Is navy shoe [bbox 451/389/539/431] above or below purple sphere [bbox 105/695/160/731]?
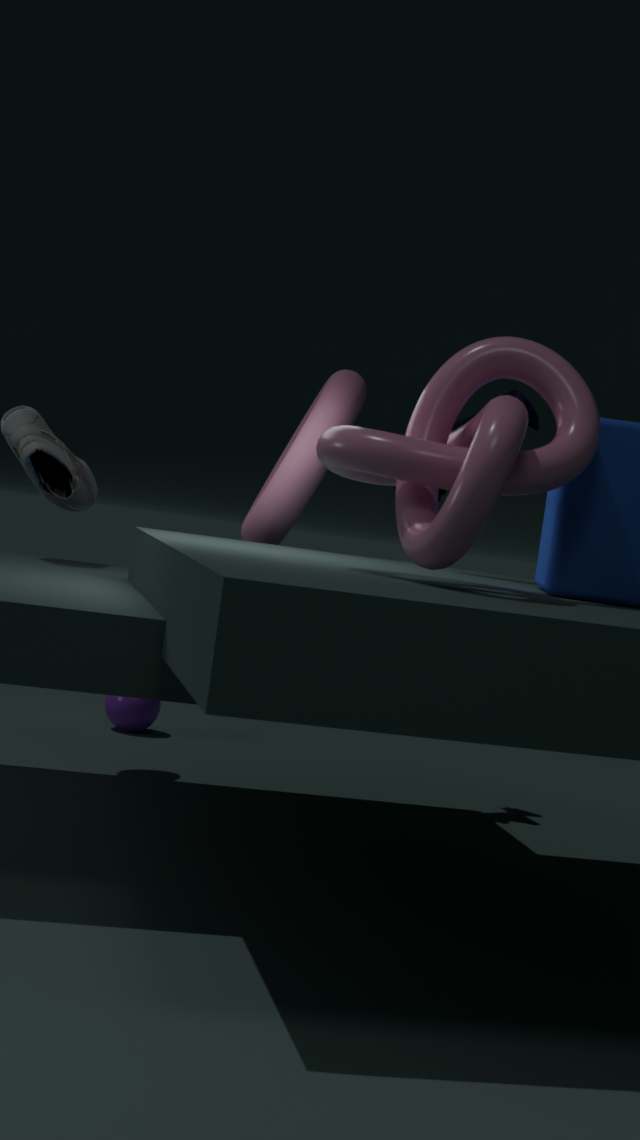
above
